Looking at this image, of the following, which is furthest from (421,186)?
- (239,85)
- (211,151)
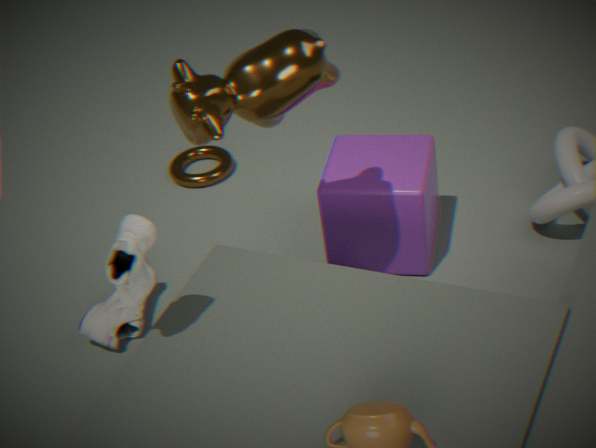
(211,151)
